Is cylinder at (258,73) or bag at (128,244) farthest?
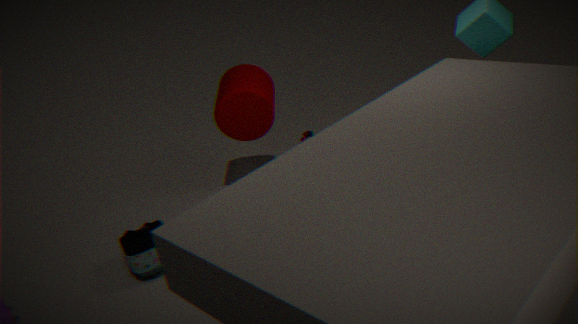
cylinder at (258,73)
